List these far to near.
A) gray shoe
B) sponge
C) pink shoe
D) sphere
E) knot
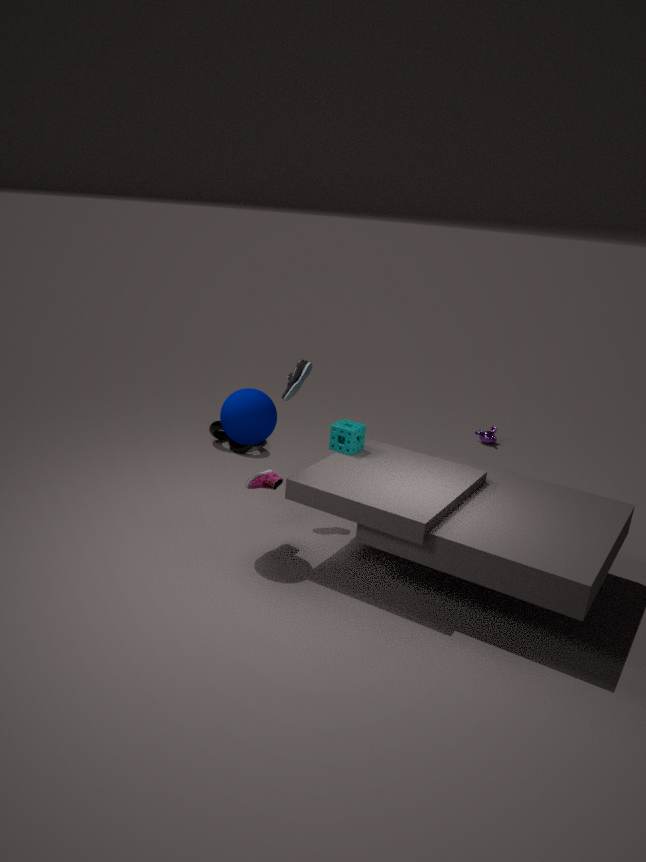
knot, gray shoe, sponge, pink shoe, sphere
